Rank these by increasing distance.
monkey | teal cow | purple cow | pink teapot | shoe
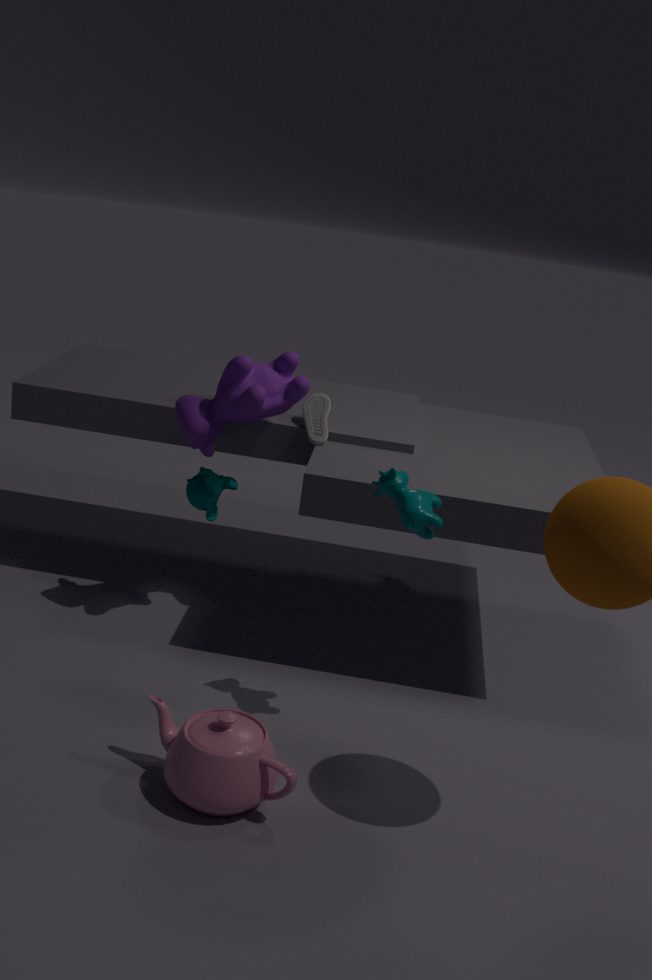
1. pink teapot
2. teal cow
3. purple cow
4. shoe
5. monkey
